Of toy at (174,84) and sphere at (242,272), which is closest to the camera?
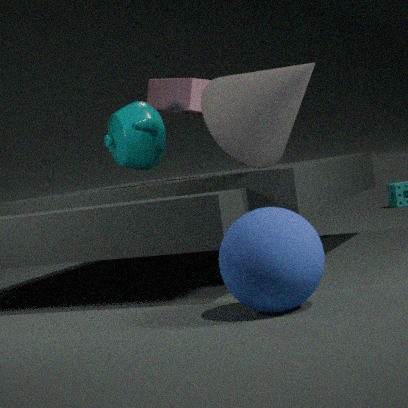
sphere at (242,272)
